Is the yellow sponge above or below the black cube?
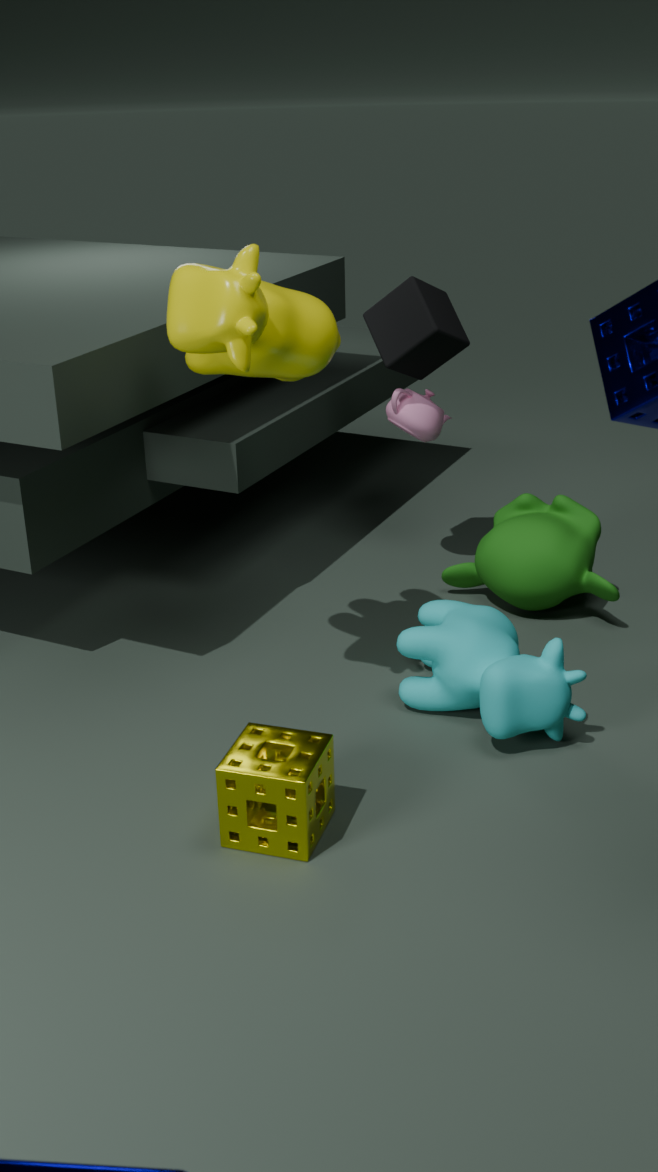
below
